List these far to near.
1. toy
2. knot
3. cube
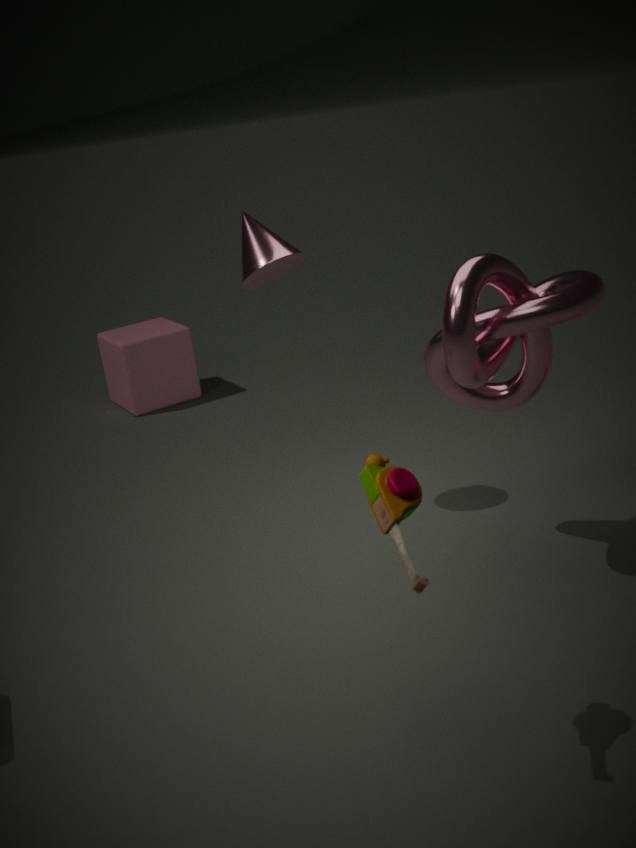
cube
knot
toy
